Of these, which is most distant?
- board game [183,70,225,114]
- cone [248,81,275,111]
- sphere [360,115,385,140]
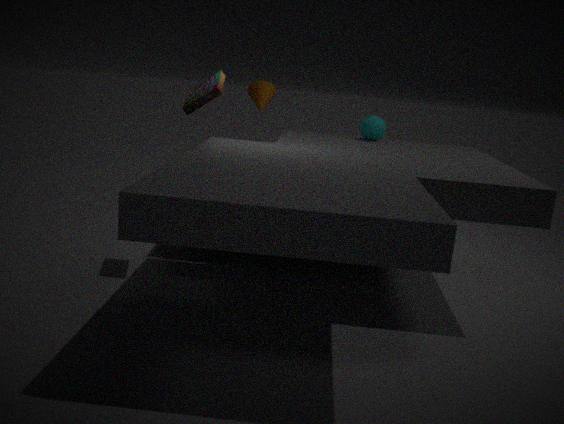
cone [248,81,275,111]
